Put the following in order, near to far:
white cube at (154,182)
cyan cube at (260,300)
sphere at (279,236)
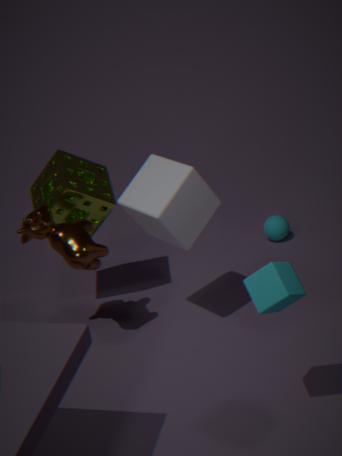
1. cyan cube at (260,300)
2. white cube at (154,182)
3. sphere at (279,236)
